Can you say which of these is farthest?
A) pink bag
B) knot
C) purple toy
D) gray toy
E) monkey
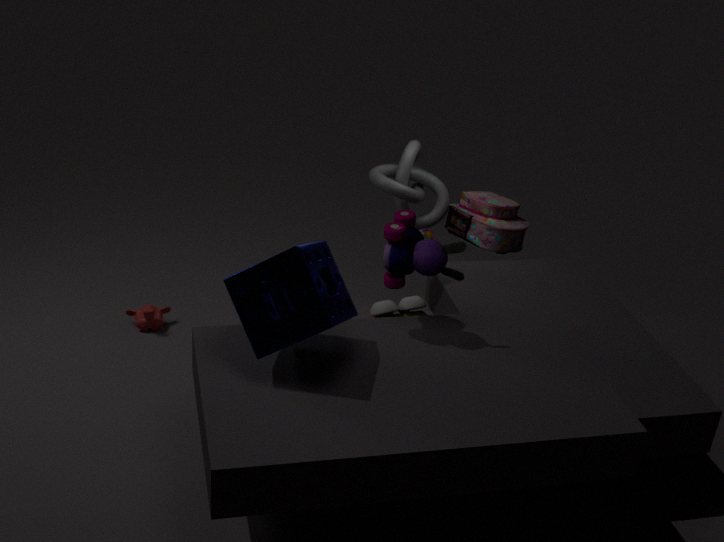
knot
